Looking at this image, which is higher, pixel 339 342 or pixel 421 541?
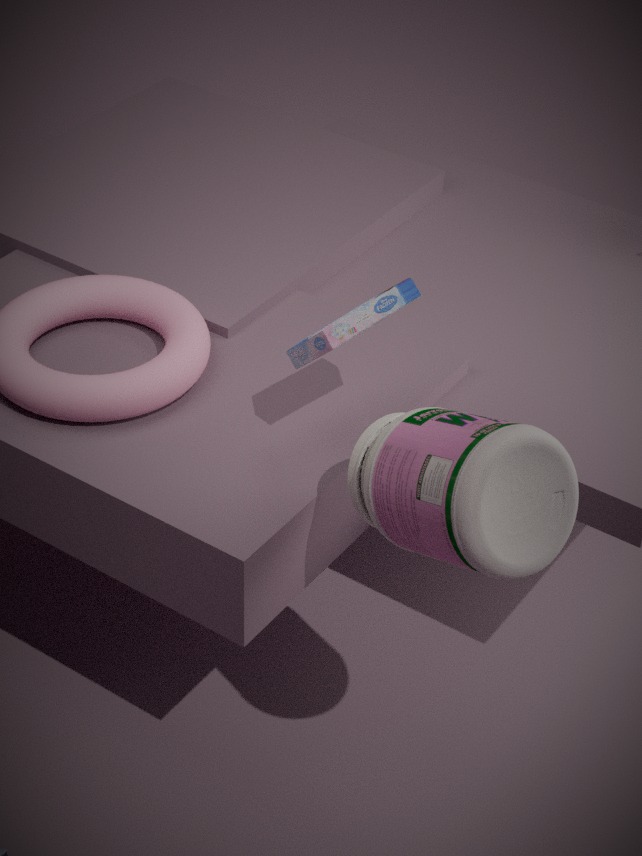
pixel 339 342
